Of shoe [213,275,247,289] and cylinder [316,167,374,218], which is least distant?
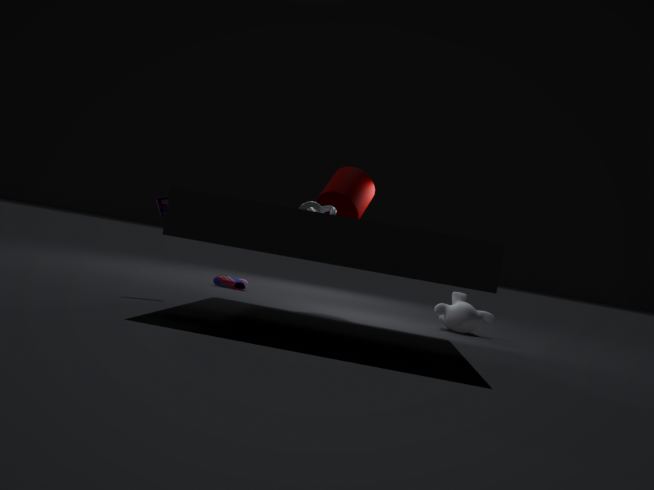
cylinder [316,167,374,218]
